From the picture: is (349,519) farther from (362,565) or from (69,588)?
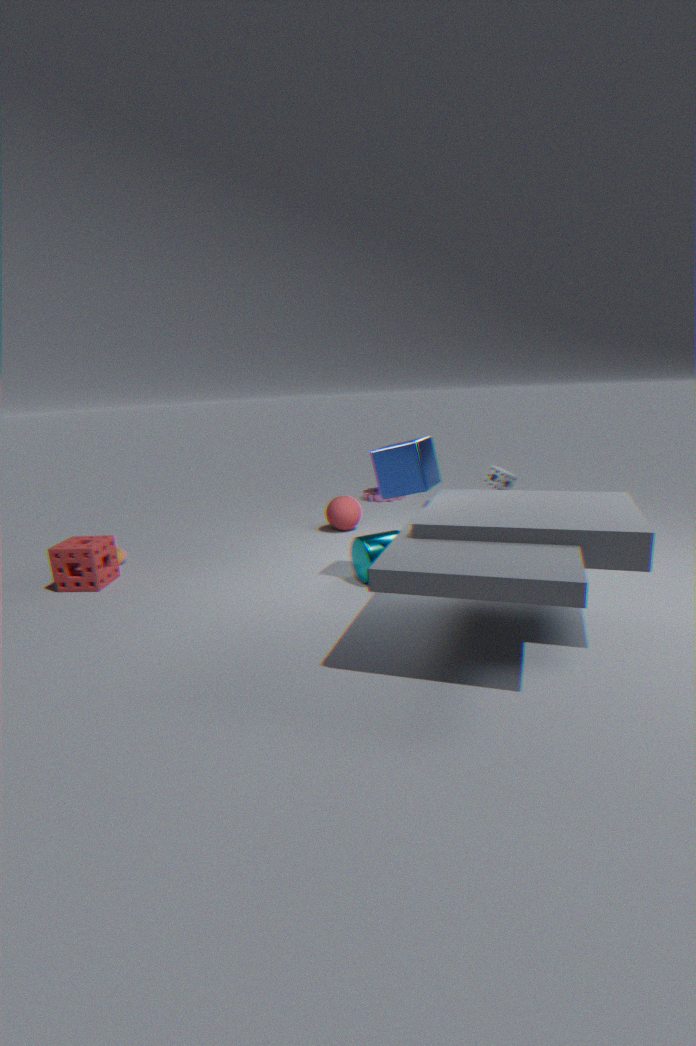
(69,588)
